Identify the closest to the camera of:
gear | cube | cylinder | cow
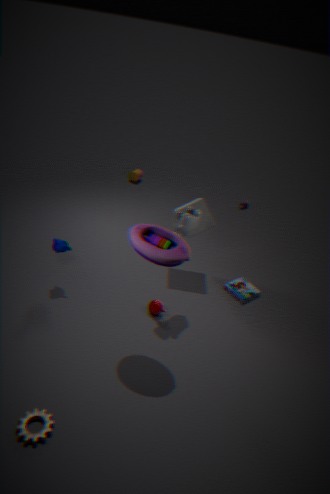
gear
